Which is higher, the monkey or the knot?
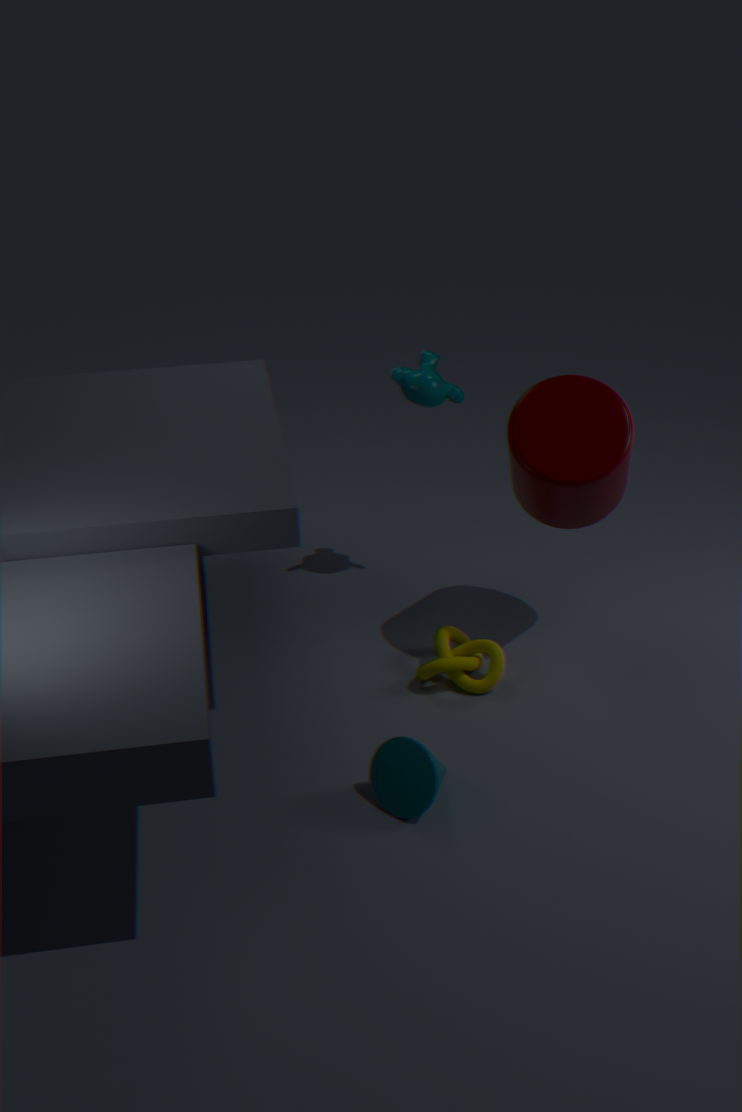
the monkey
